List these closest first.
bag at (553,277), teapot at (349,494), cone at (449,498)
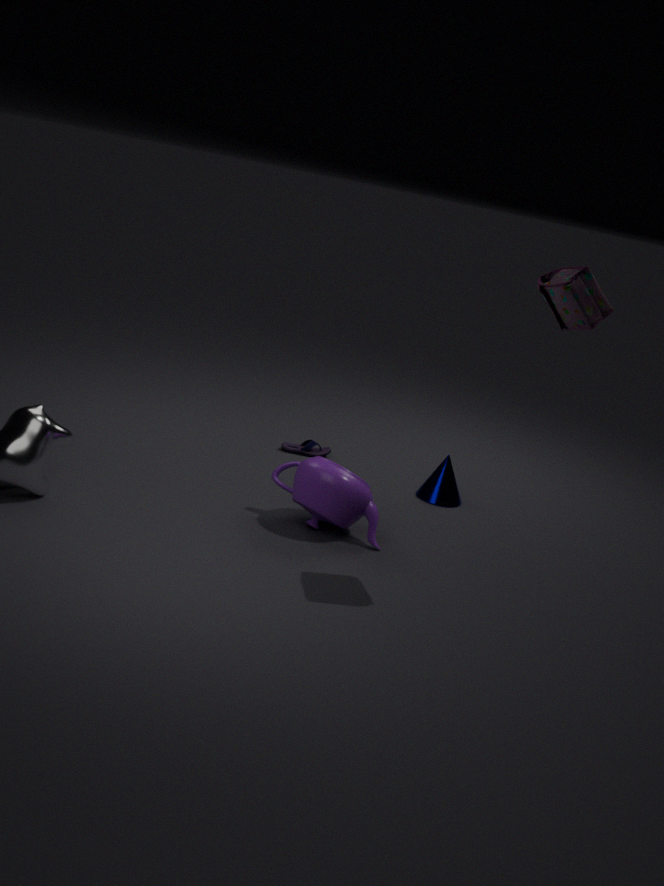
1. bag at (553,277)
2. teapot at (349,494)
3. cone at (449,498)
